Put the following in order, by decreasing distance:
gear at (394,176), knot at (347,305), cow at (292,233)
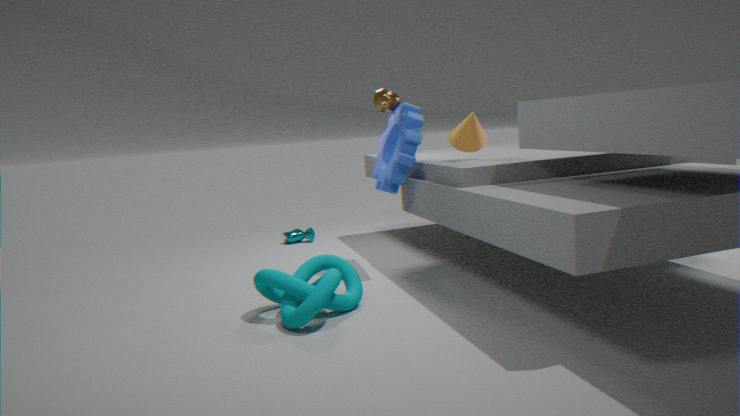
cow at (292,233) → gear at (394,176) → knot at (347,305)
